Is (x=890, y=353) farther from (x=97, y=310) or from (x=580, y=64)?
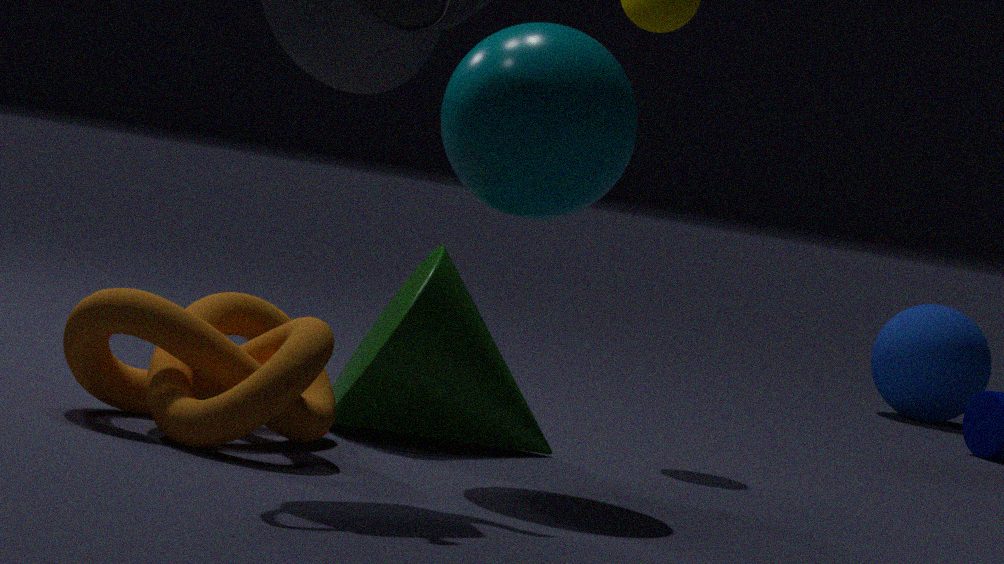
(x=97, y=310)
